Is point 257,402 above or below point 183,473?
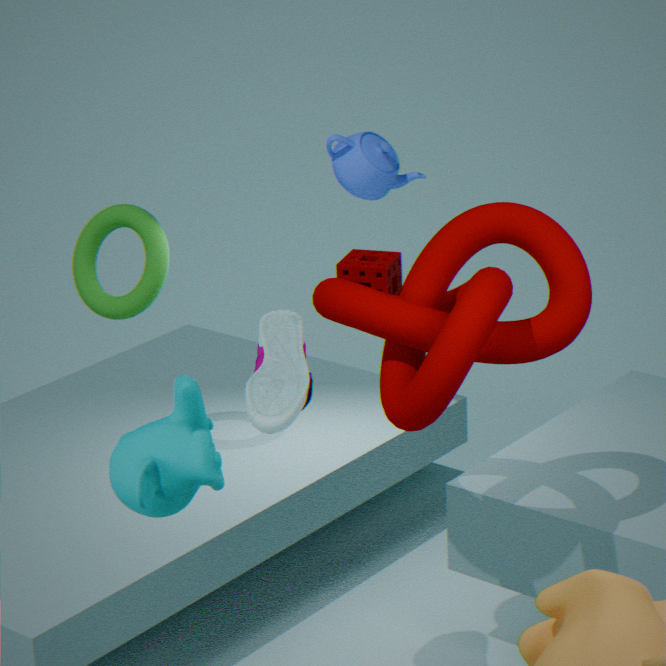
below
